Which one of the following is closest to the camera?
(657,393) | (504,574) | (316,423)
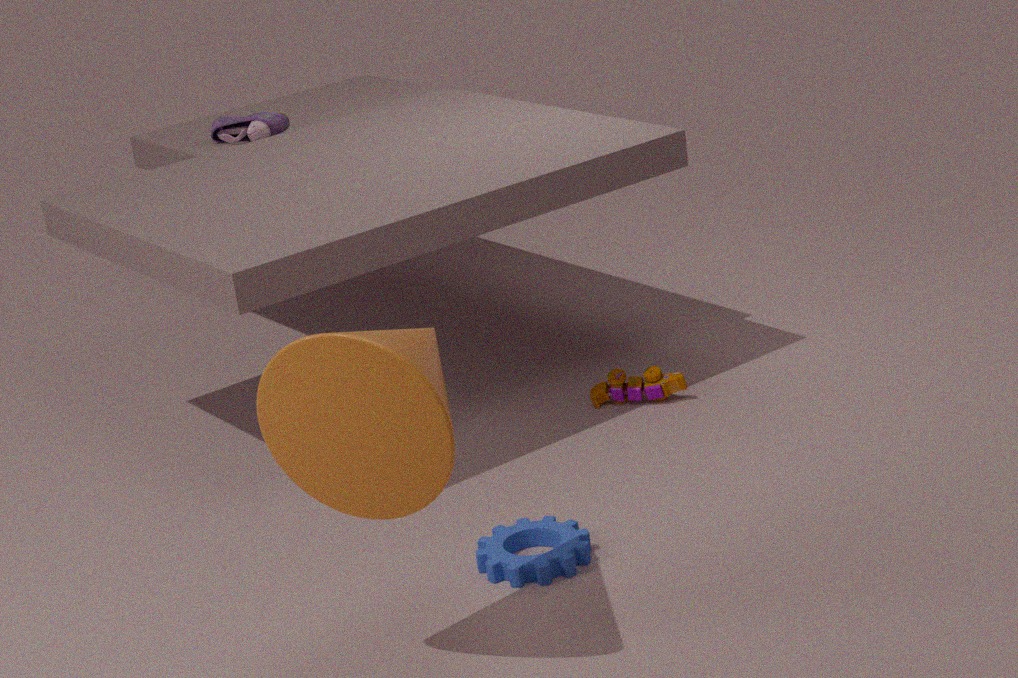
(316,423)
